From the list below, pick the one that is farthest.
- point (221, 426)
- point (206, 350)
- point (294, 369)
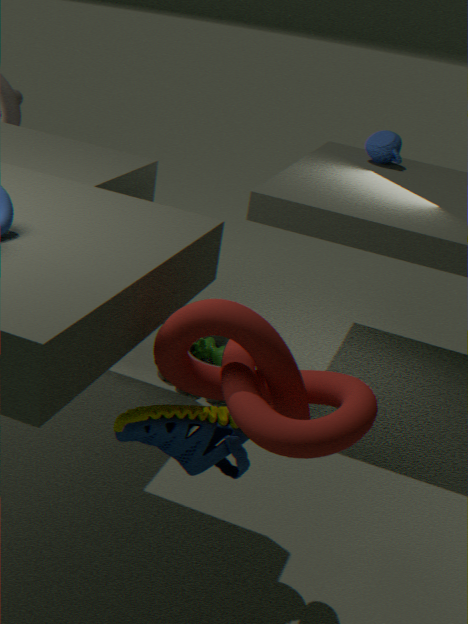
point (206, 350)
